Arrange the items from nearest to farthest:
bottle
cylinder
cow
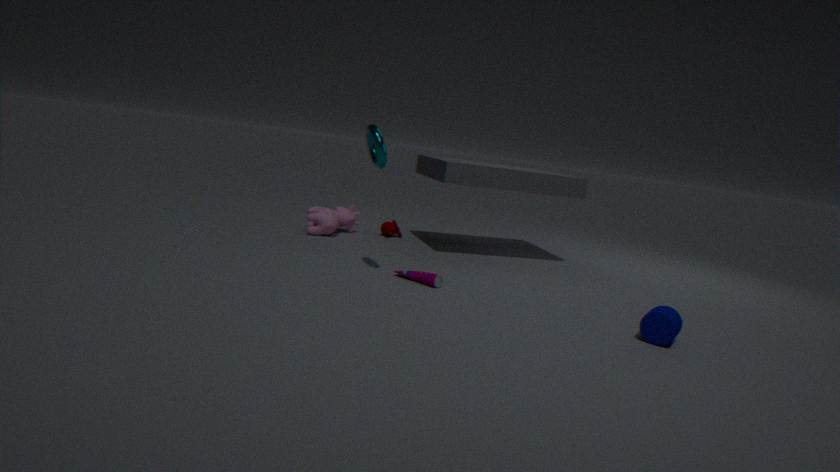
1. cylinder
2. bottle
3. cow
